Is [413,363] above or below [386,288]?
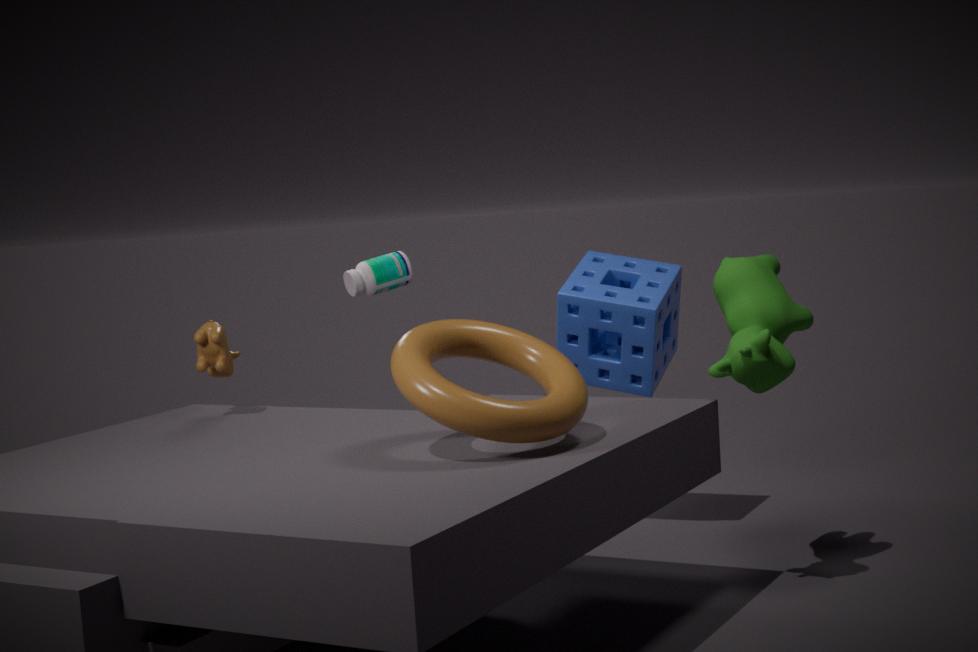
below
